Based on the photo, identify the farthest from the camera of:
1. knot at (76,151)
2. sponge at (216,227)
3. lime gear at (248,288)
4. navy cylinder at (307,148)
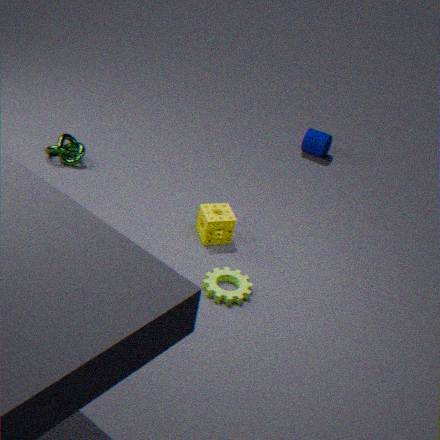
navy cylinder at (307,148)
